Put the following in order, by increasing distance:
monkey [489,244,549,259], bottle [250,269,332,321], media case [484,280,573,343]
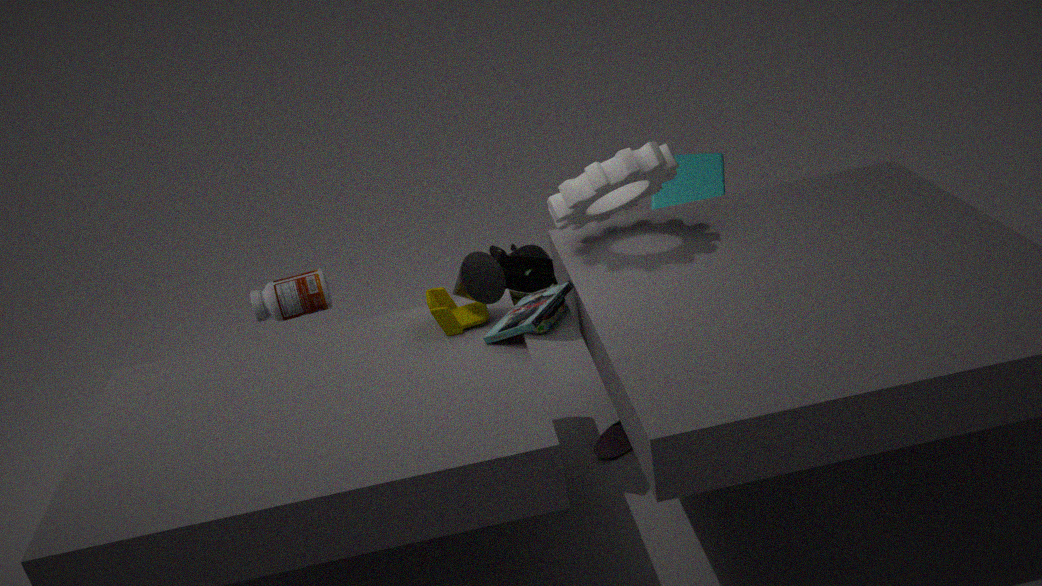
media case [484,280,573,343] → bottle [250,269,332,321] → monkey [489,244,549,259]
